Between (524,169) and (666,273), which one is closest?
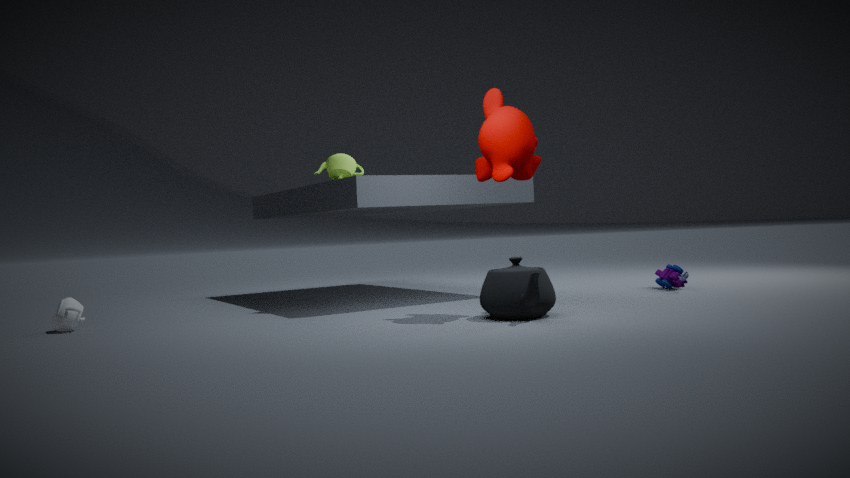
(524,169)
